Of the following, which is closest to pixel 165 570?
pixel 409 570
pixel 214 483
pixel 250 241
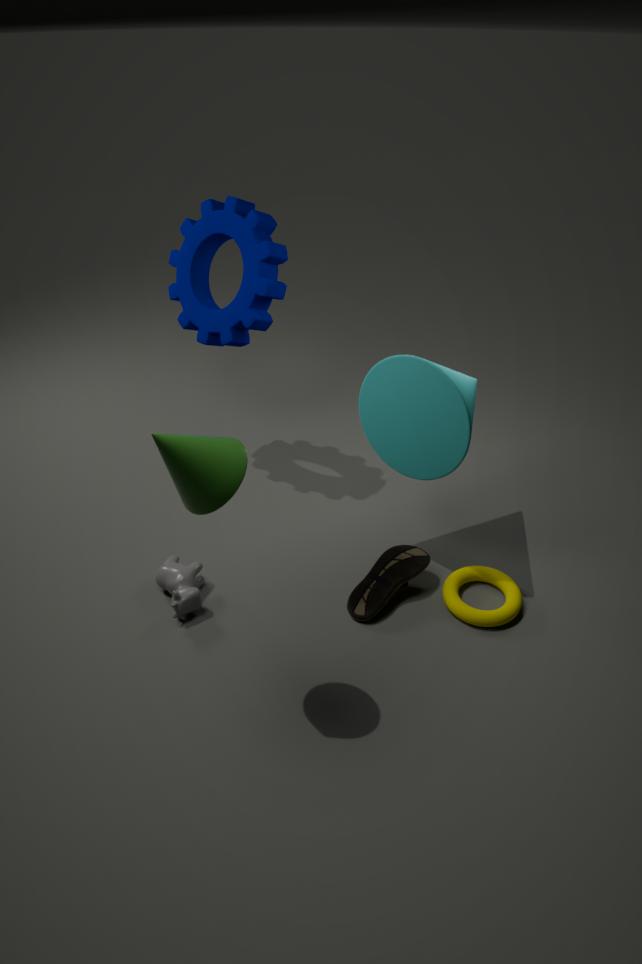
pixel 409 570
